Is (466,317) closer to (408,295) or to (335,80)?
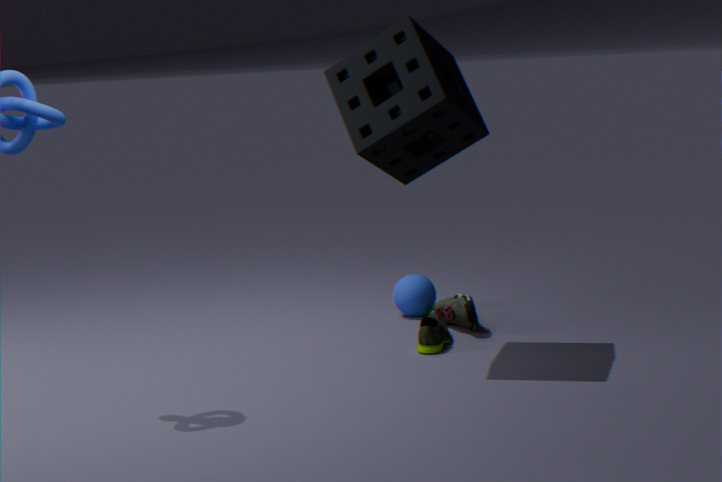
(408,295)
